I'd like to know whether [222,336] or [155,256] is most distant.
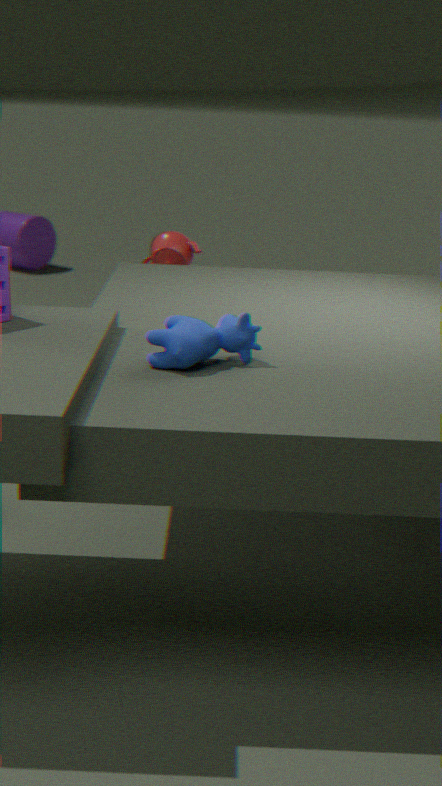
[155,256]
